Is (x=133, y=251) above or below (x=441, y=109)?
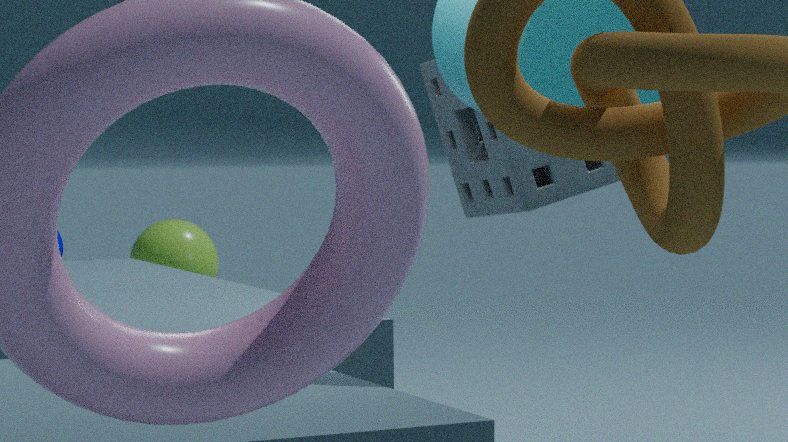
below
